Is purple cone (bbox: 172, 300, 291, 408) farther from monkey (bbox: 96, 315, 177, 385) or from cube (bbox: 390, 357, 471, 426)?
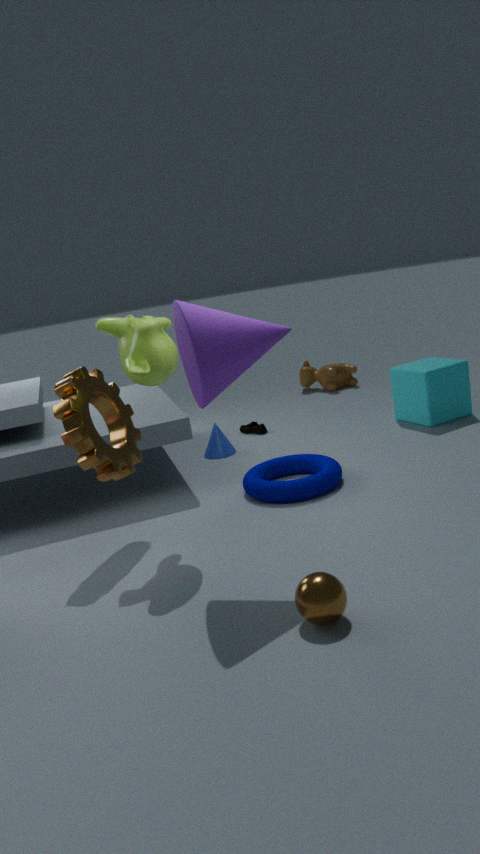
cube (bbox: 390, 357, 471, 426)
